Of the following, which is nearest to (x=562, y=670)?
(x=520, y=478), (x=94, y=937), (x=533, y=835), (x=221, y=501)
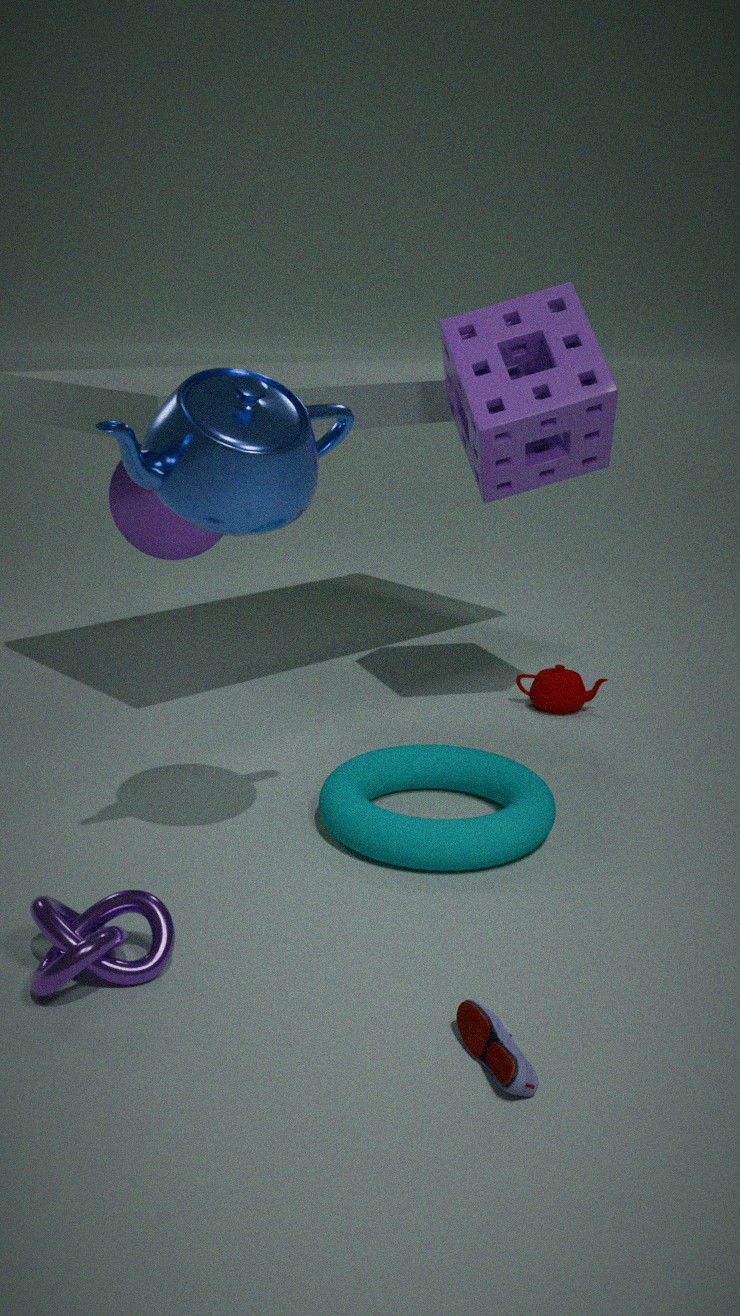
(x=520, y=478)
